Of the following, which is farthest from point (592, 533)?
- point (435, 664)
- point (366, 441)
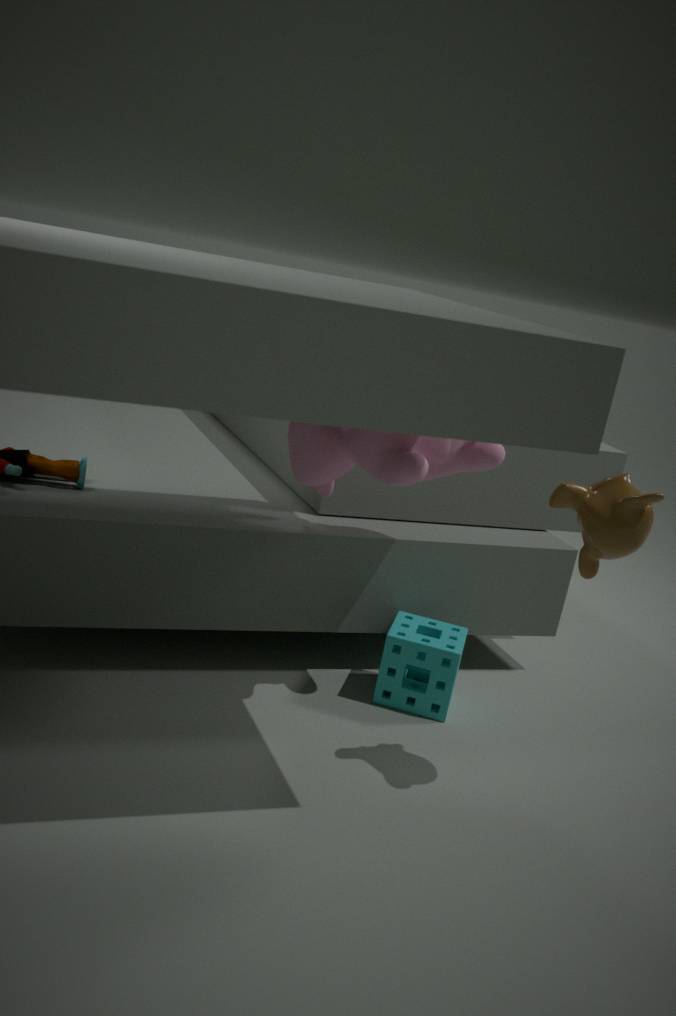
point (435, 664)
